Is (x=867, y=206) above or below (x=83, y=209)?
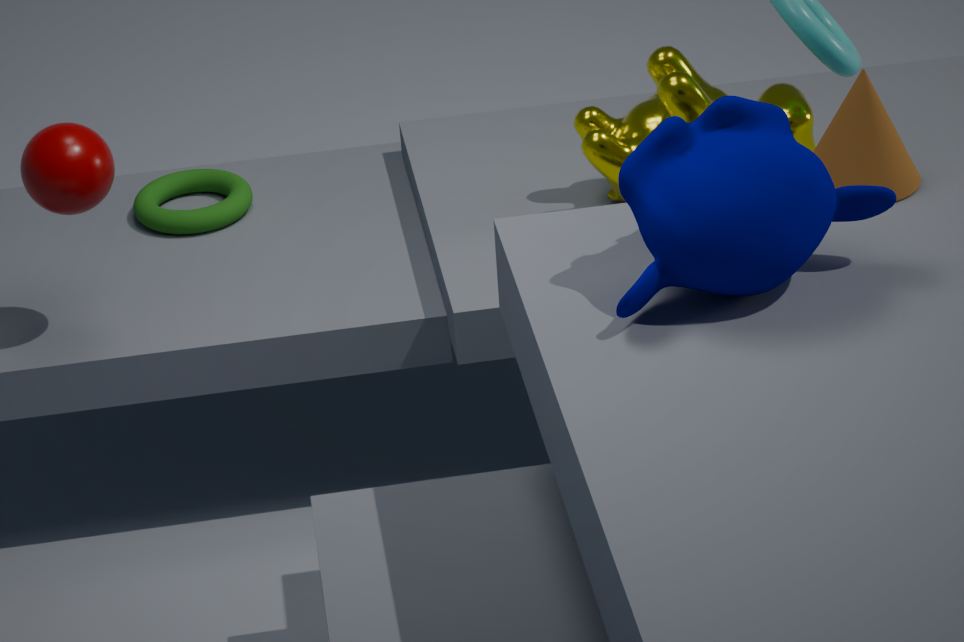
above
